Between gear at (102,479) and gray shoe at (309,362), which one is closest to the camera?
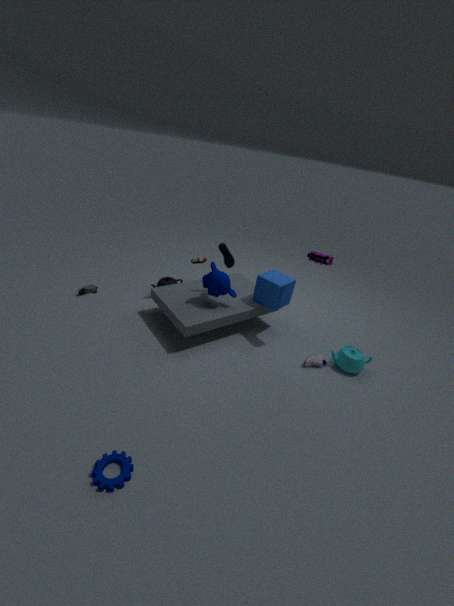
gear at (102,479)
